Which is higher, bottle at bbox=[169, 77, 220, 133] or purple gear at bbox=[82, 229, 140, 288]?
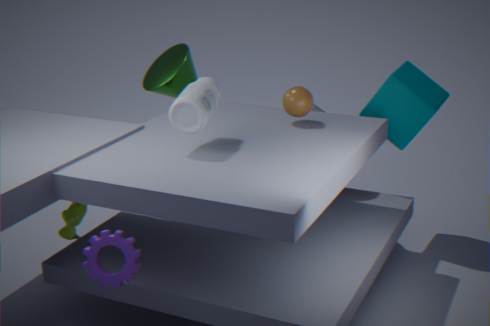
bottle at bbox=[169, 77, 220, 133]
